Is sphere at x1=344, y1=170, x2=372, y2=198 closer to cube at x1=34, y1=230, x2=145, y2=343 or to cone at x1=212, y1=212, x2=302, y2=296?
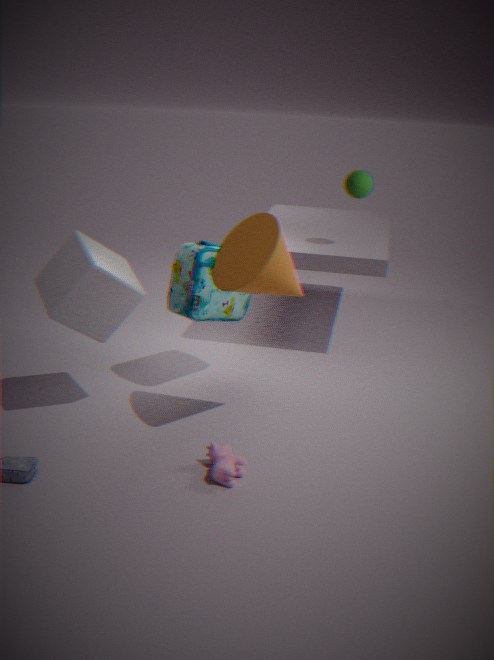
cone at x1=212, y1=212, x2=302, y2=296
